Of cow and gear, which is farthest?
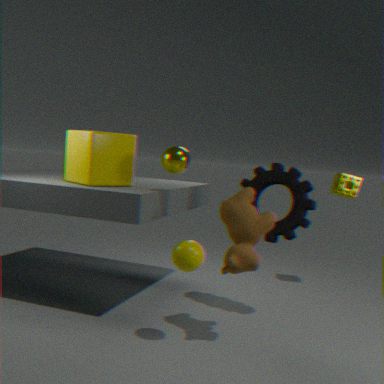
gear
